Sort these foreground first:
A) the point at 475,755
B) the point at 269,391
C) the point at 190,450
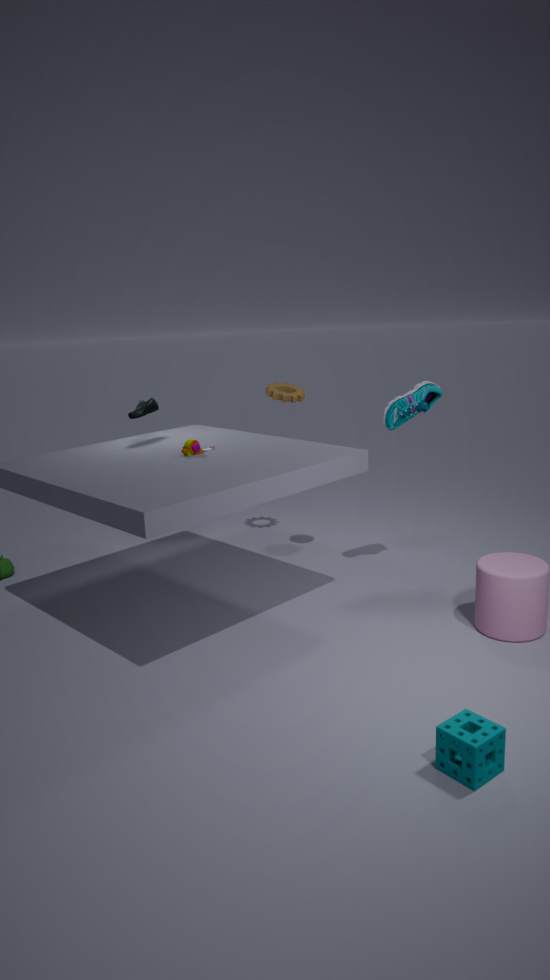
the point at 475,755, the point at 190,450, the point at 269,391
